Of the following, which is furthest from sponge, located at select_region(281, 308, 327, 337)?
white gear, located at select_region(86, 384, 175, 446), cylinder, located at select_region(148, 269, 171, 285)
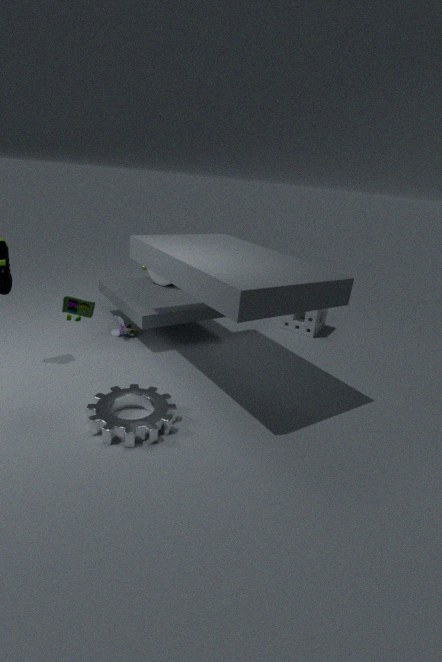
white gear, located at select_region(86, 384, 175, 446)
